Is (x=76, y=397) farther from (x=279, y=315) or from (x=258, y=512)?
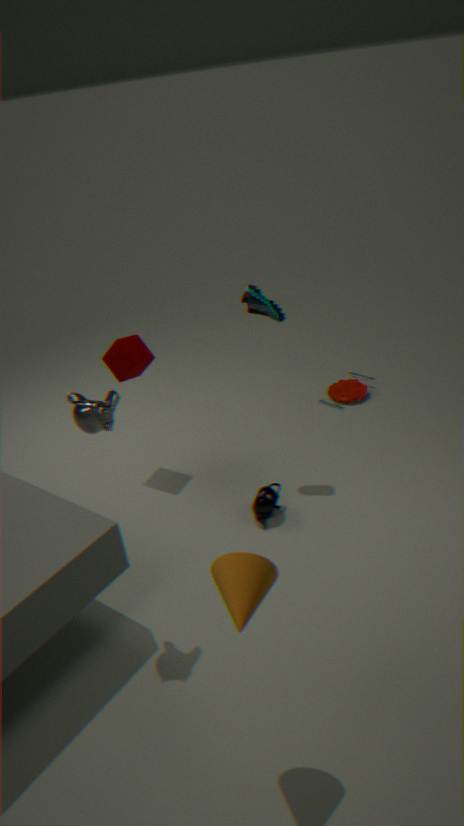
(x=279, y=315)
